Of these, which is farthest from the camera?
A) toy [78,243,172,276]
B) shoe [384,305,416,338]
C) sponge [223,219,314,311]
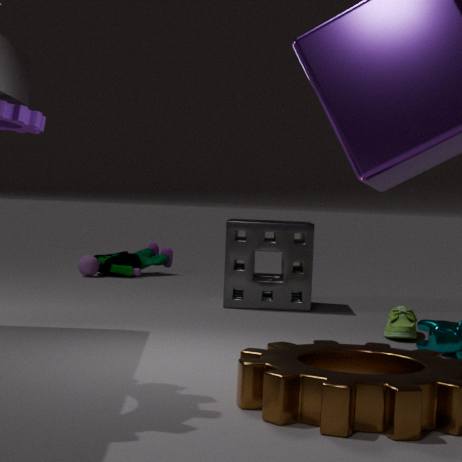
toy [78,243,172,276]
